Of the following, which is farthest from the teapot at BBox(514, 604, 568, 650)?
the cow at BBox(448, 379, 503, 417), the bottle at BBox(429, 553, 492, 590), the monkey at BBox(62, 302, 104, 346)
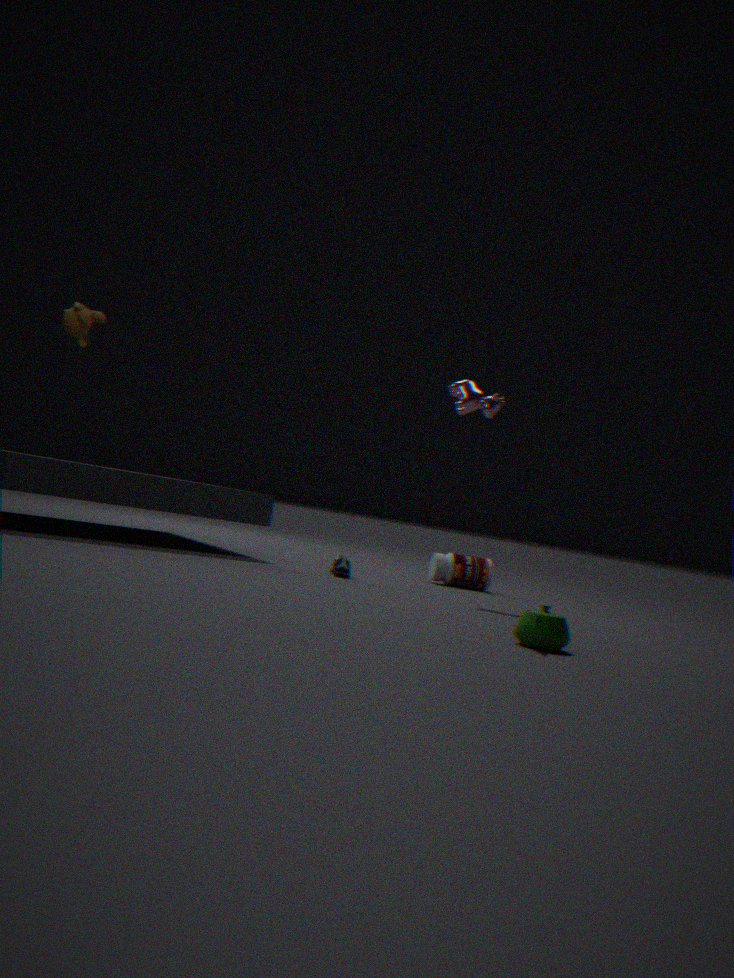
the monkey at BBox(62, 302, 104, 346)
